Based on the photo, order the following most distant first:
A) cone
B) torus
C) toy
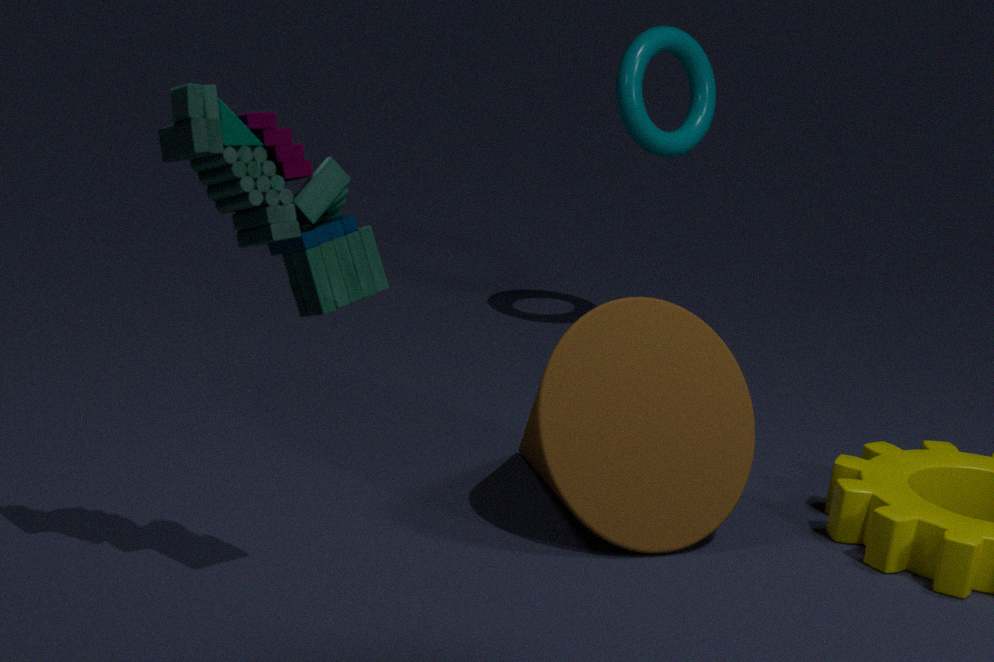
1. torus
2. cone
3. toy
